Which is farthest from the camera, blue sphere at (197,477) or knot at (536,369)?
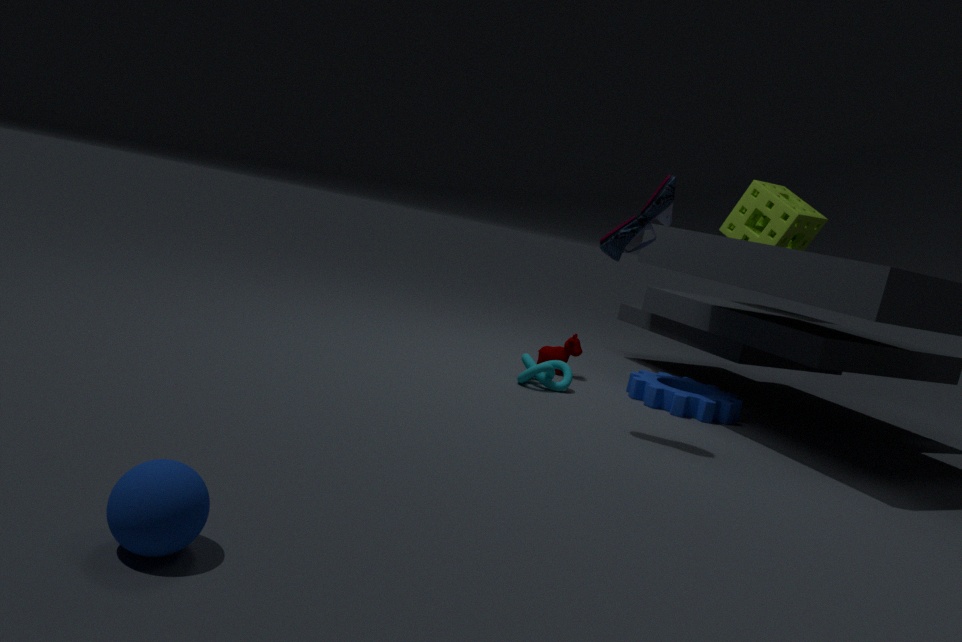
knot at (536,369)
